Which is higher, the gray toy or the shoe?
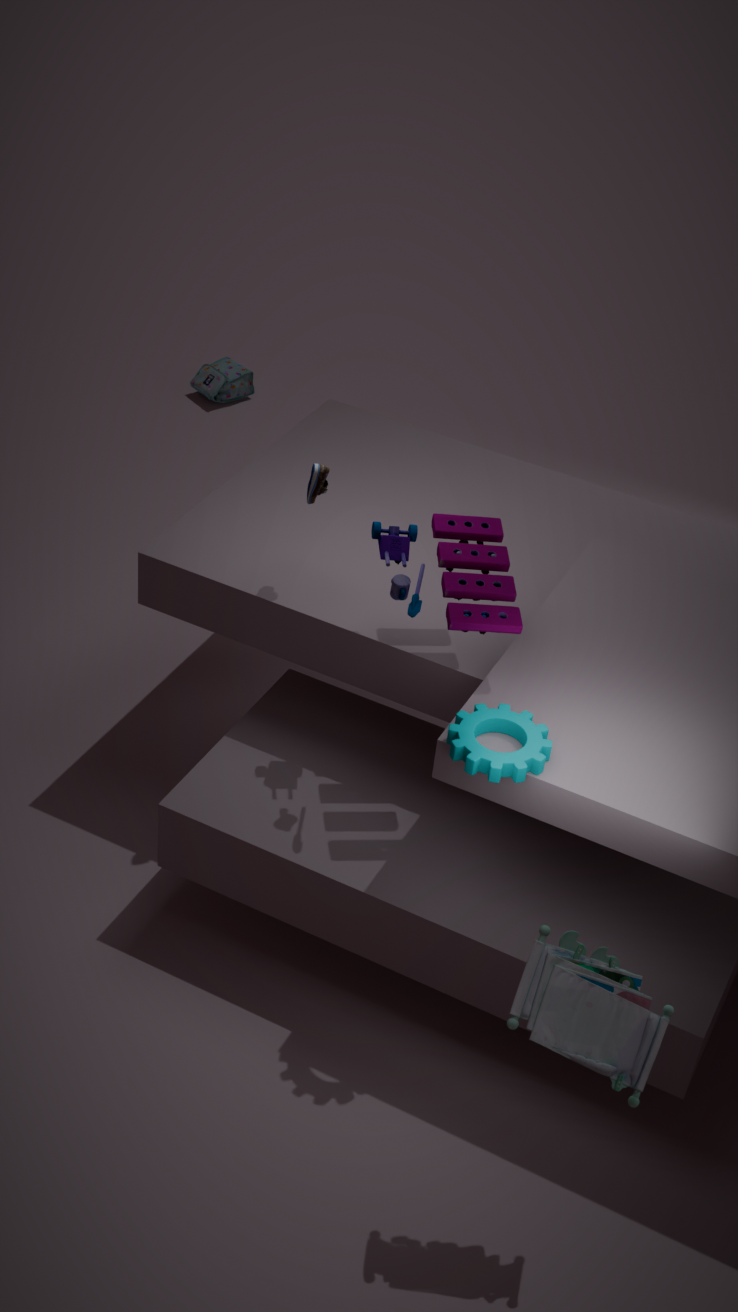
the shoe
